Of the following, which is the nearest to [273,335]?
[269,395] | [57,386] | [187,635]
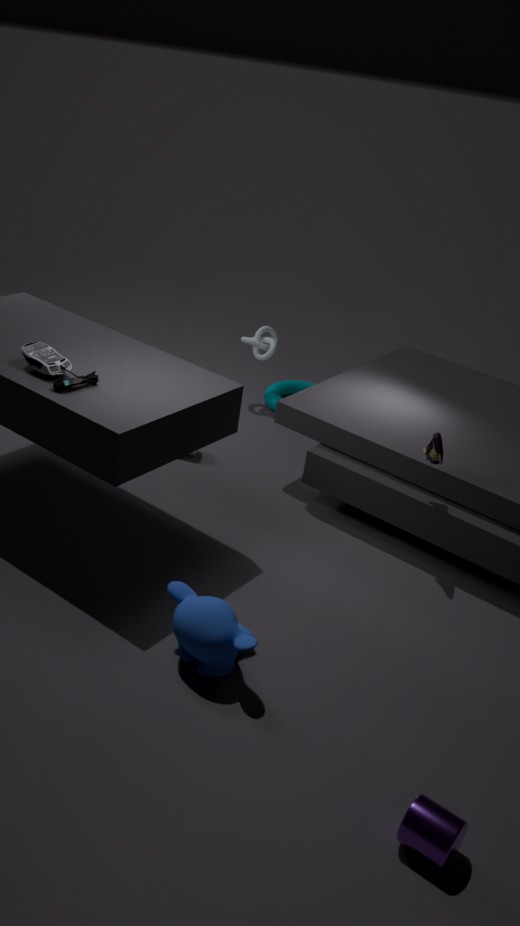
[269,395]
